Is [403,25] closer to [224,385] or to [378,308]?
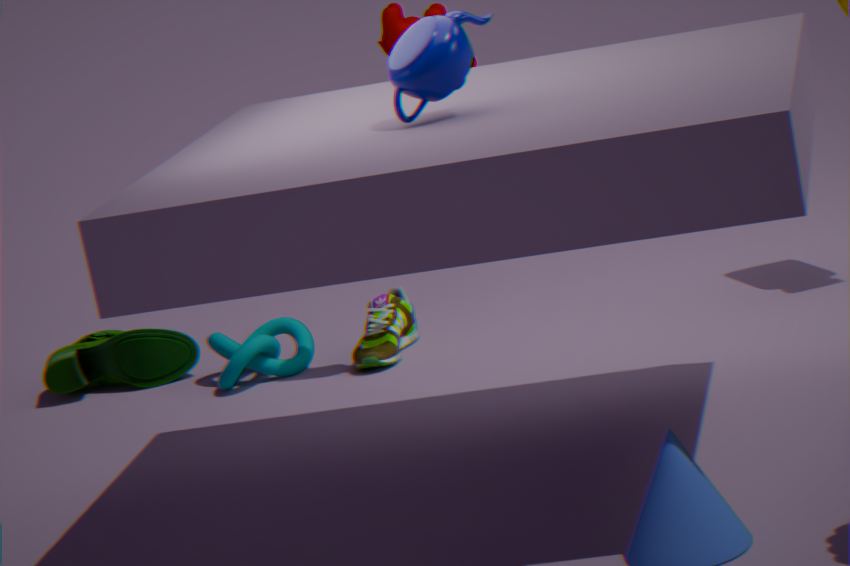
[378,308]
